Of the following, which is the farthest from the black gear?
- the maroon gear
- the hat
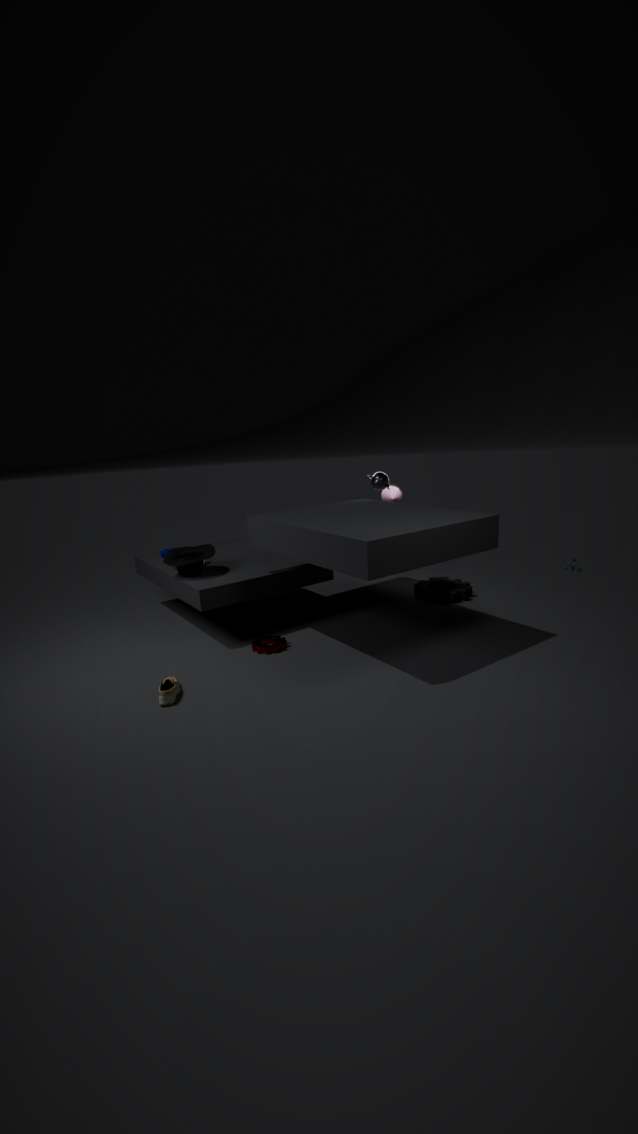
the hat
